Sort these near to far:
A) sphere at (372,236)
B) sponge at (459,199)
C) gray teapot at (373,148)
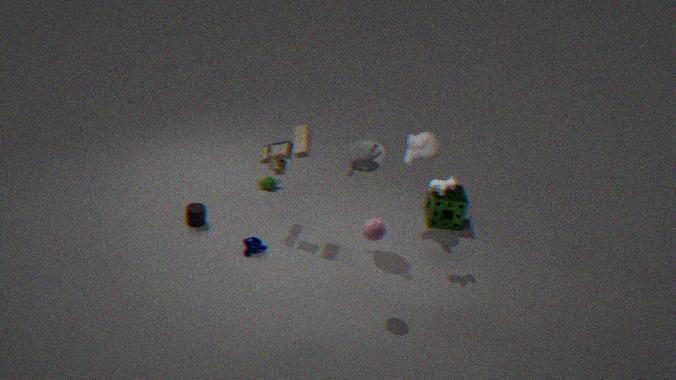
sphere at (372,236)
gray teapot at (373,148)
sponge at (459,199)
